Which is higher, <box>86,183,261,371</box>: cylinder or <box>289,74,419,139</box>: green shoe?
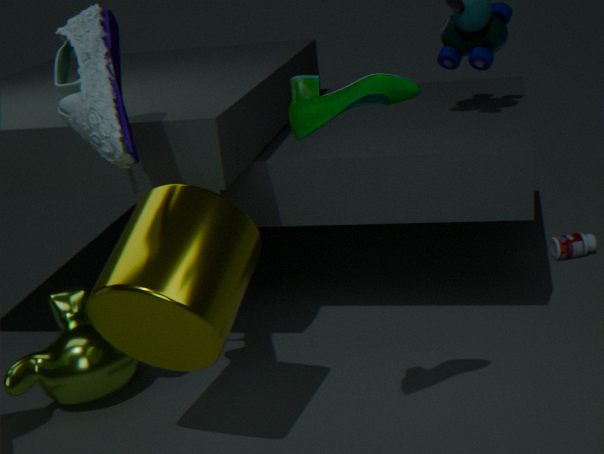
<box>289,74,419,139</box>: green shoe
